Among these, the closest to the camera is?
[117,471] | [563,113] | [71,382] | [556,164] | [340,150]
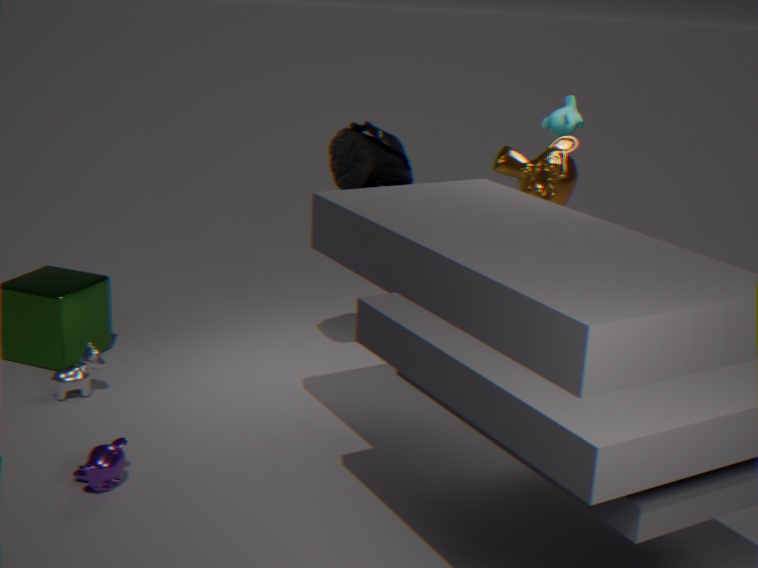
[117,471]
